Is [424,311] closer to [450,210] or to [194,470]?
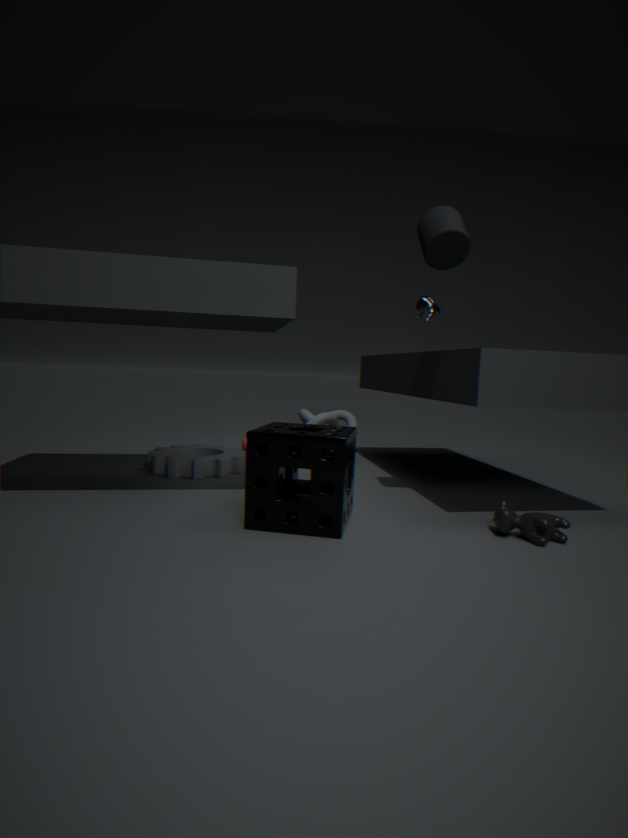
[450,210]
